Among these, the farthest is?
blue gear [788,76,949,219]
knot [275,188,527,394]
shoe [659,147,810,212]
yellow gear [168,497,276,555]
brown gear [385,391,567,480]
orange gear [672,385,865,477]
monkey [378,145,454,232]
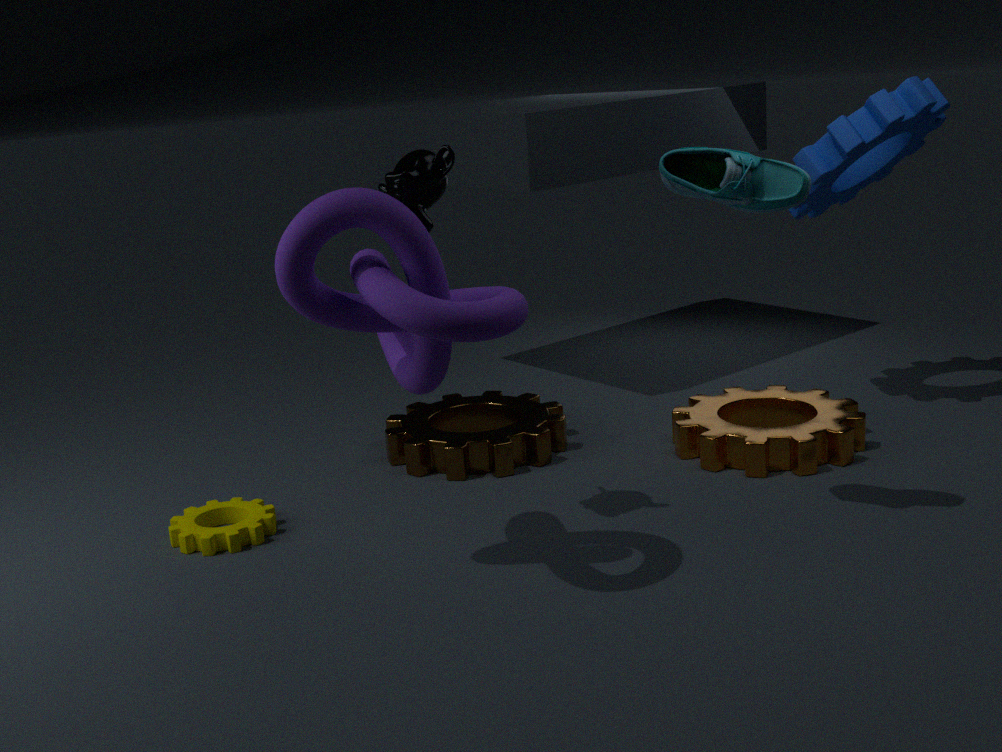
brown gear [385,391,567,480]
